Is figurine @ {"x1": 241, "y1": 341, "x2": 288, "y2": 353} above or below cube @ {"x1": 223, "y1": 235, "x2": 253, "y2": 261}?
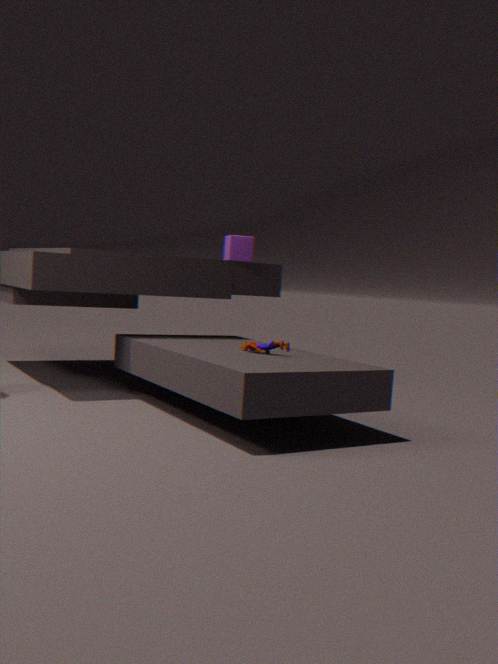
below
